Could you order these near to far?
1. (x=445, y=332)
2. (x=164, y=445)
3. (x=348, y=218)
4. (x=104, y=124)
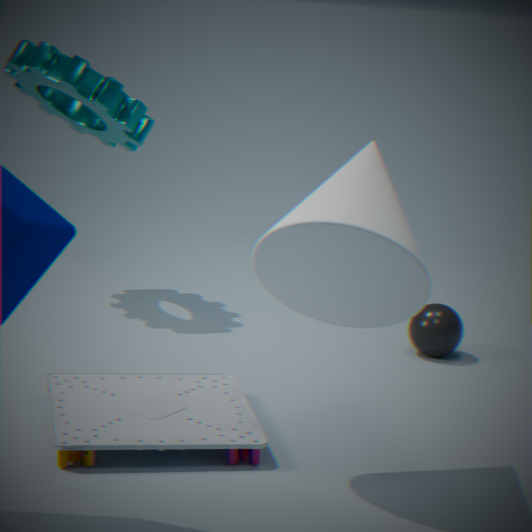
(x=348, y=218)
(x=164, y=445)
(x=445, y=332)
(x=104, y=124)
